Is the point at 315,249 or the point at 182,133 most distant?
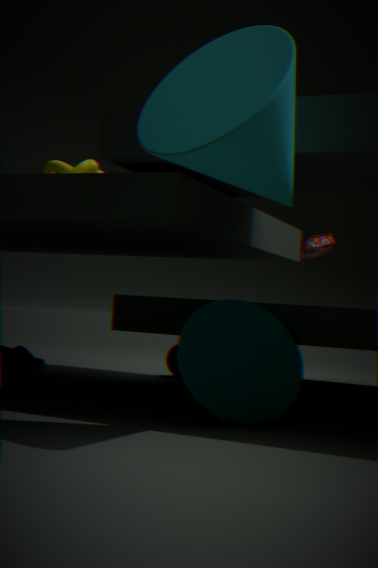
the point at 315,249
